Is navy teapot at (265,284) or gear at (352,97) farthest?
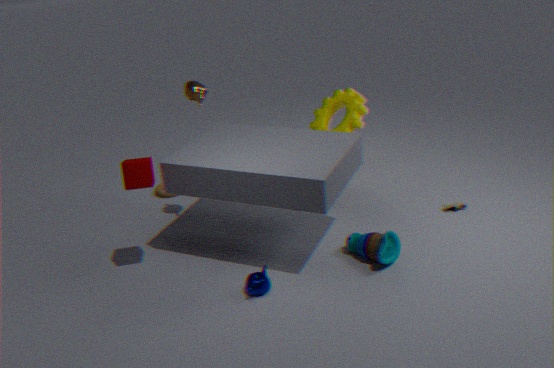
gear at (352,97)
